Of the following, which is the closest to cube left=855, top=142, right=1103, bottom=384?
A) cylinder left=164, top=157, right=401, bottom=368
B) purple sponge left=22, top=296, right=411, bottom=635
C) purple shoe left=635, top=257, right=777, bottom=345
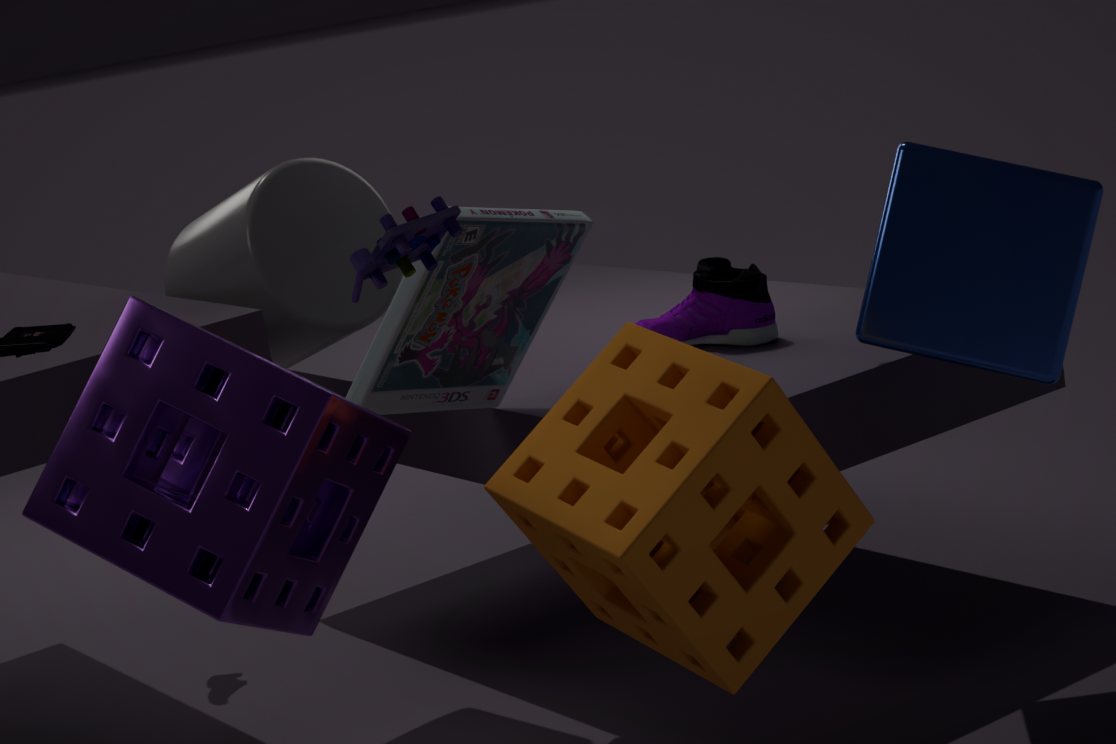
purple shoe left=635, top=257, right=777, bottom=345
